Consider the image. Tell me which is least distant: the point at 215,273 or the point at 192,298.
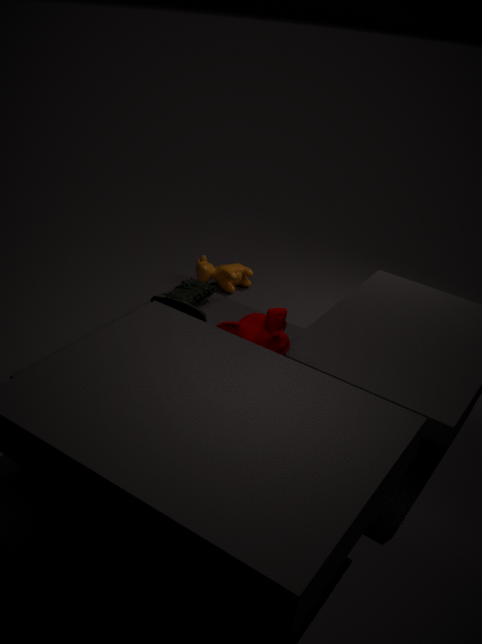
the point at 192,298
